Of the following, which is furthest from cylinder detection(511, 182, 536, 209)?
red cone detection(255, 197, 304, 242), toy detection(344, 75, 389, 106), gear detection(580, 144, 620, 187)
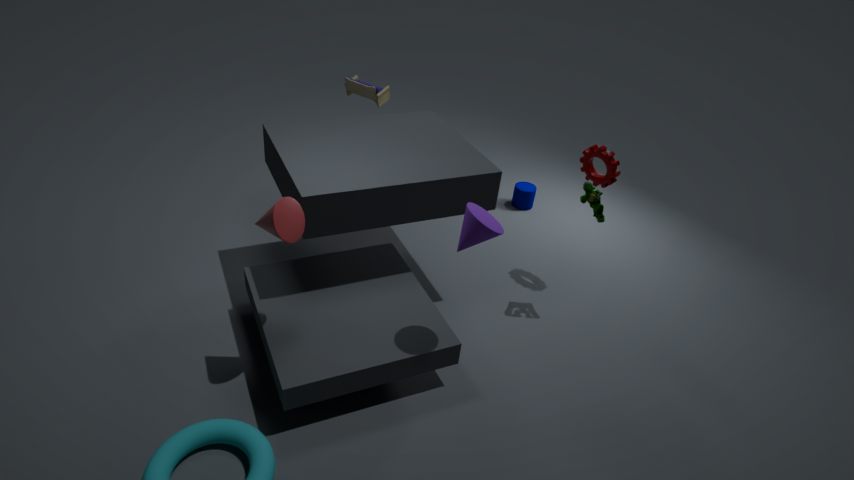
red cone detection(255, 197, 304, 242)
